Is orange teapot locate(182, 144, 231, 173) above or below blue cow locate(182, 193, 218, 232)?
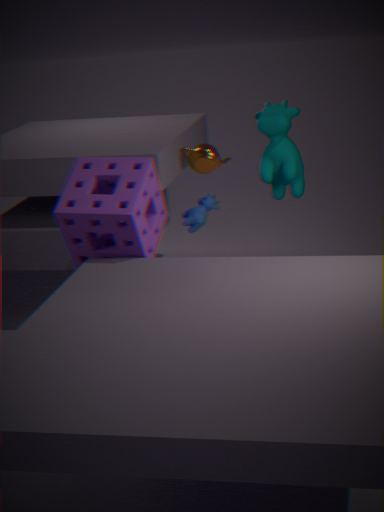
above
